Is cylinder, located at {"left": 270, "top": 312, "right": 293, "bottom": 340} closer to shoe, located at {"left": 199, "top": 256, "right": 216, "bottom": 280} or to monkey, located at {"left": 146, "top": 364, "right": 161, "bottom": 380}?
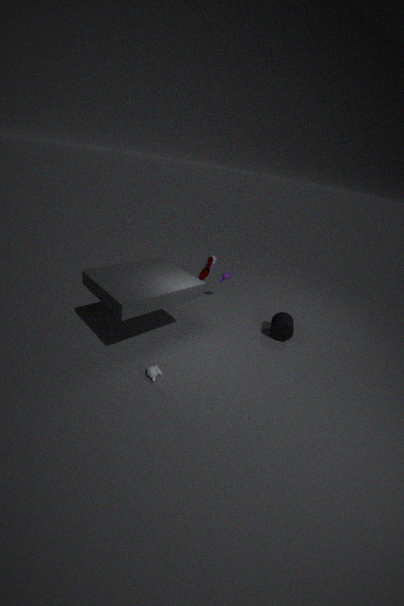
shoe, located at {"left": 199, "top": 256, "right": 216, "bottom": 280}
